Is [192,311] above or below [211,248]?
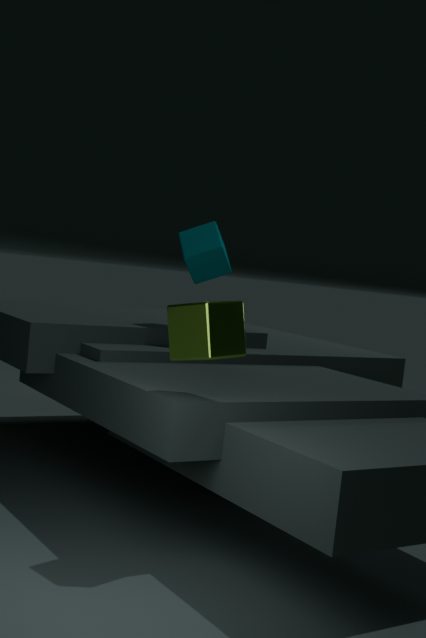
below
